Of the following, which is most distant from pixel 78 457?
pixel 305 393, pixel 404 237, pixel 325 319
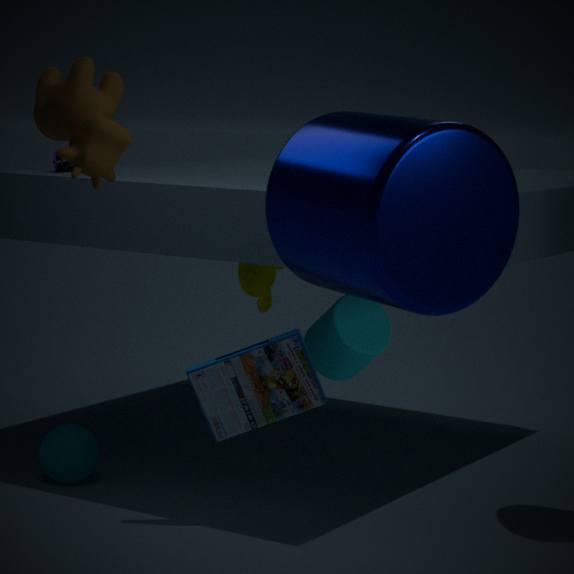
pixel 404 237
